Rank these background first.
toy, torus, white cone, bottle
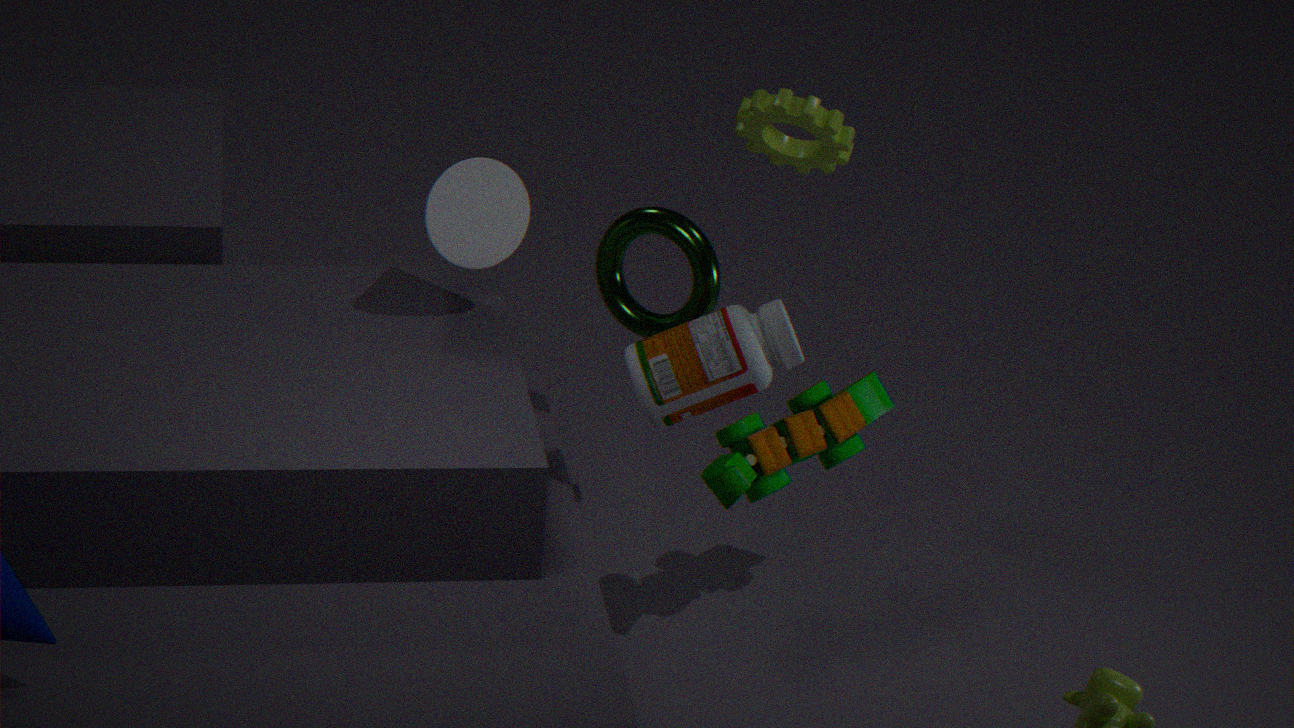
toy → torus → white cone → bottle
